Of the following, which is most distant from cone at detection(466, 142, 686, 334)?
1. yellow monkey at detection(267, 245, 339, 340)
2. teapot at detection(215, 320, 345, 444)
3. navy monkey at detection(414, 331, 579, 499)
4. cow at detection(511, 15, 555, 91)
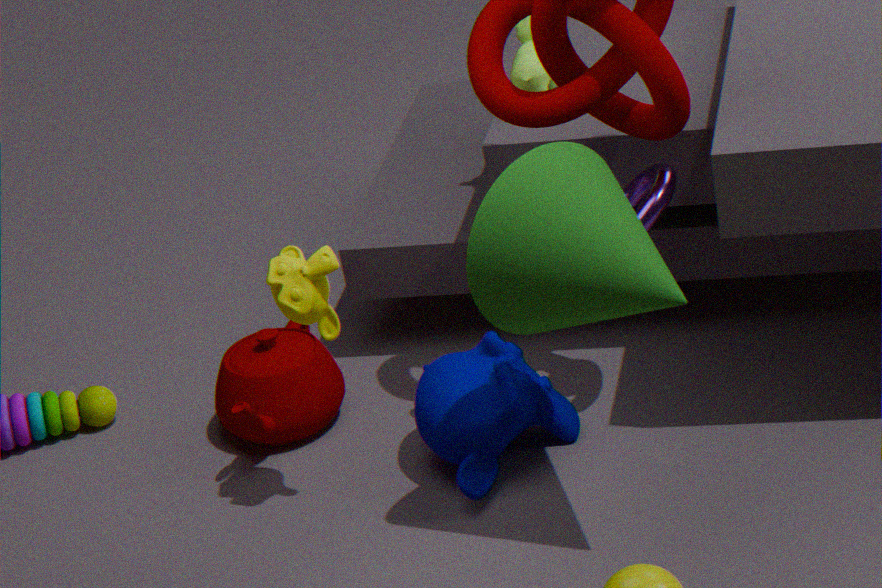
teapot at detection(215, 320, 345, 444)
